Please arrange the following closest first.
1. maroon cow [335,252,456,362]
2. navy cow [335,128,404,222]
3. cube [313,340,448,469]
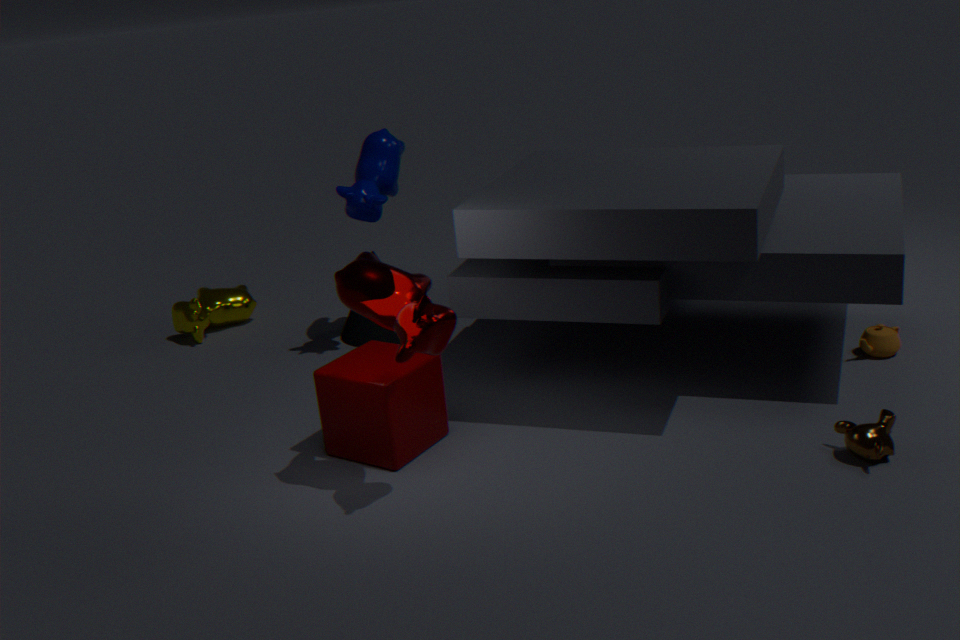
maroon cow [335,252,456,362], cube [313,340,448,469], navy cow [335,128,404,222]
